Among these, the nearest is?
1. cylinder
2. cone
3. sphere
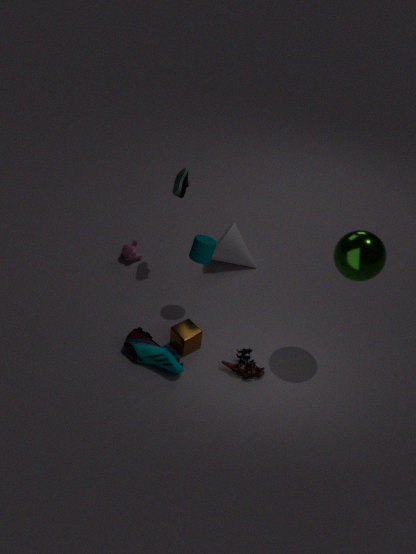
sphere
